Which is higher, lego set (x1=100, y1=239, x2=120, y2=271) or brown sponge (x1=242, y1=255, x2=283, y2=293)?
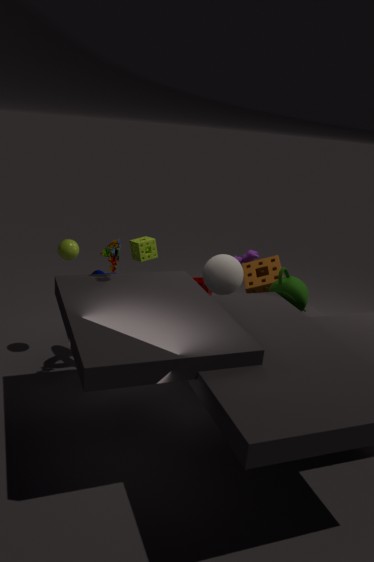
lego set (x1=100, y1=239, x2=120, y2=271)
